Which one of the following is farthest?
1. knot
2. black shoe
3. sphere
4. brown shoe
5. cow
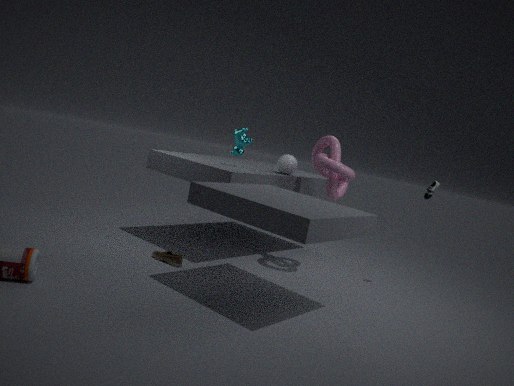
sphere
